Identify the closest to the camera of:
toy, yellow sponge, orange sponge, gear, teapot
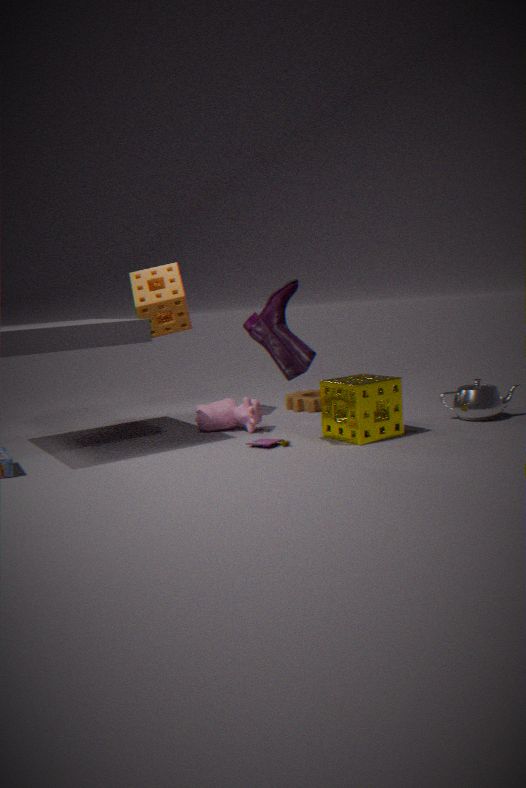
yellow sponge
